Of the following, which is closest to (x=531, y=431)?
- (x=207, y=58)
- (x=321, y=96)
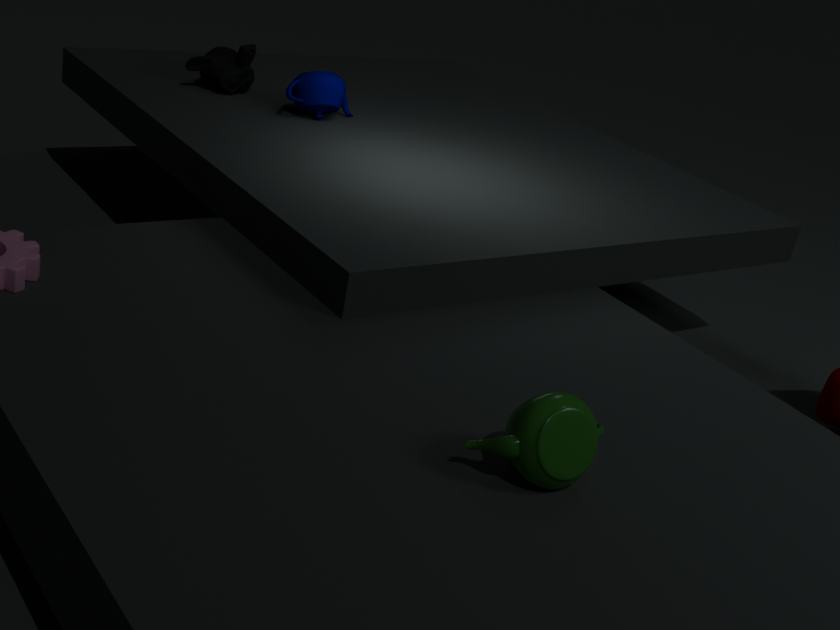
(x=321, y=96)
